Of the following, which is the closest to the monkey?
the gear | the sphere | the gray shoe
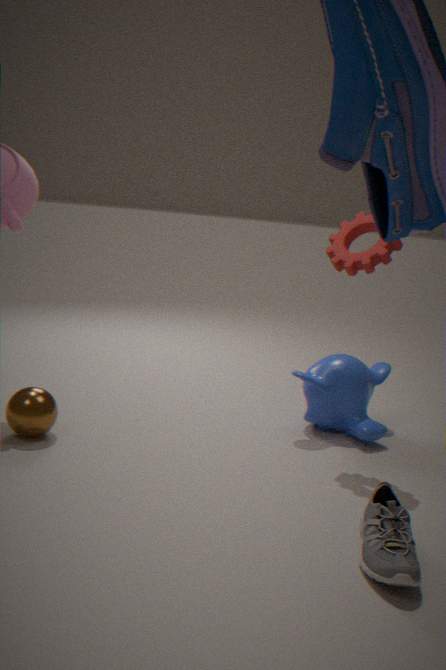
the gear
